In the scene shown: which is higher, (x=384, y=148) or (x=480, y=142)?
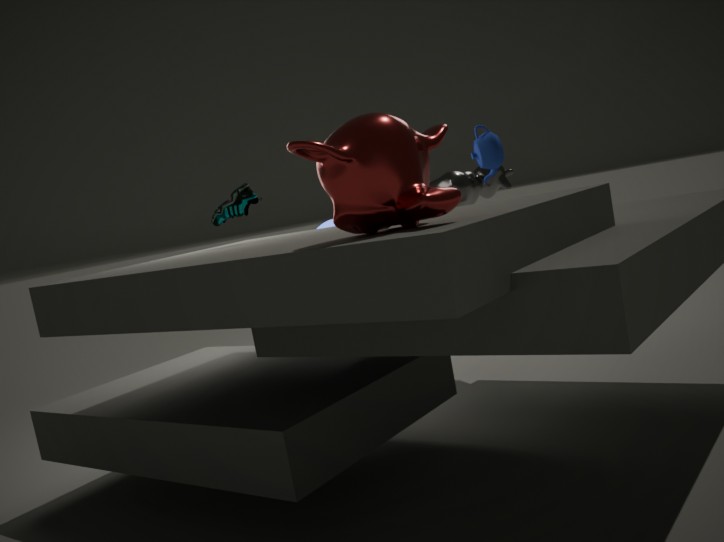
(x=480, y=142)
